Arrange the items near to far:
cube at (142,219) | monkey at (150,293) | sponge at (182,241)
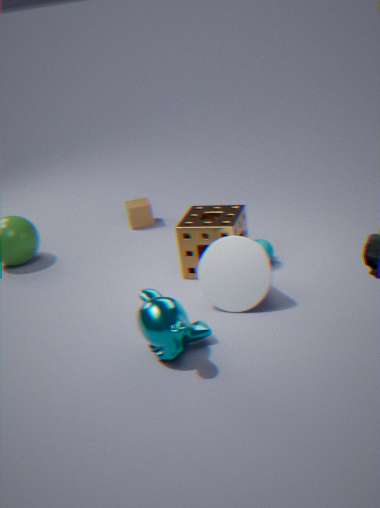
monkey at (150,293), sponge at (182,241), cube at (142,219)
